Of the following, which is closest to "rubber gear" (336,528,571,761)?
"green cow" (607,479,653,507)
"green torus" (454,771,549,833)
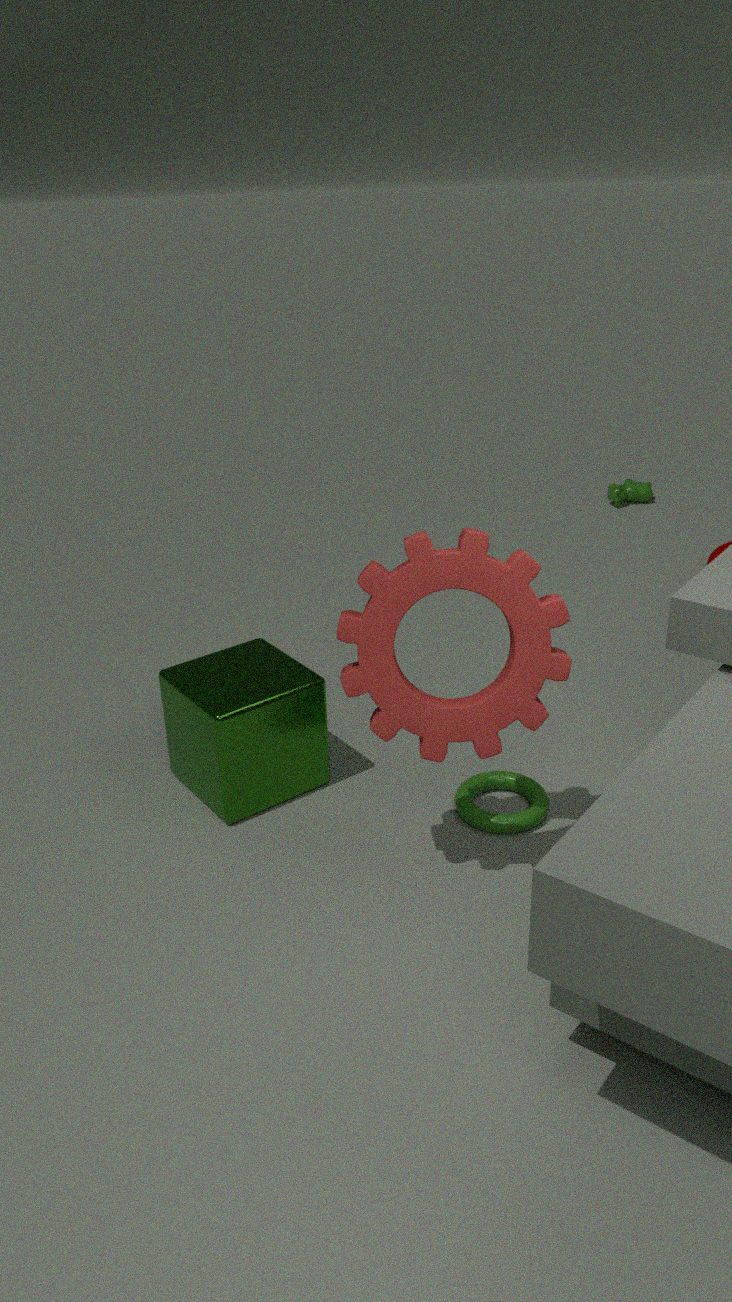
"green torus" (454,771,549,833)
